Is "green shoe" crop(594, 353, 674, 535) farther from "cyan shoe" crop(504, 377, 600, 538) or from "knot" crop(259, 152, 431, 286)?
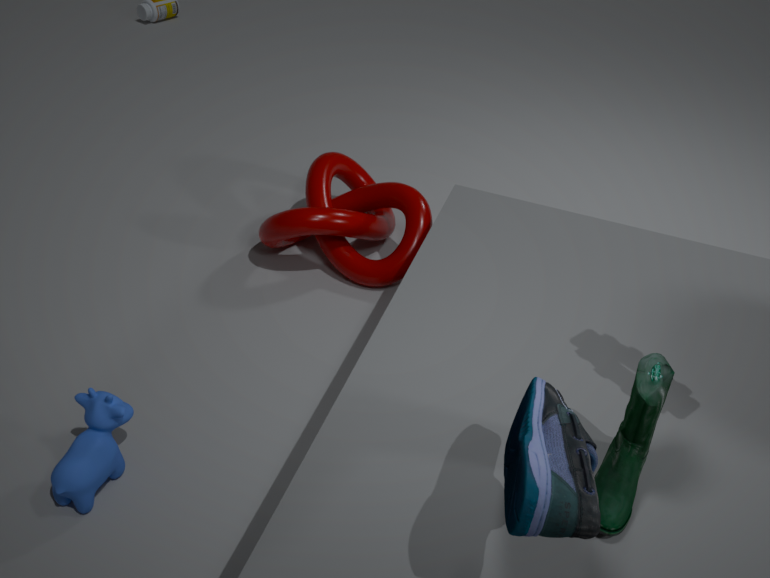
"knot" crop(259, 152, 431, 286)
